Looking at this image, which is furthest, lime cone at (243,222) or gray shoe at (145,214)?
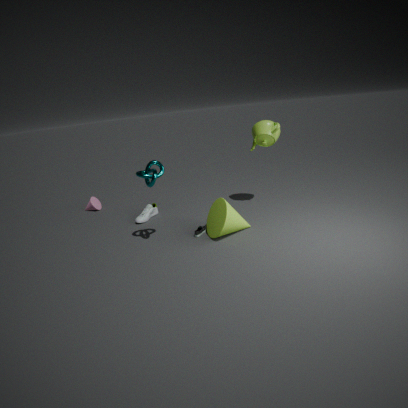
gray shoe at (145,214)
